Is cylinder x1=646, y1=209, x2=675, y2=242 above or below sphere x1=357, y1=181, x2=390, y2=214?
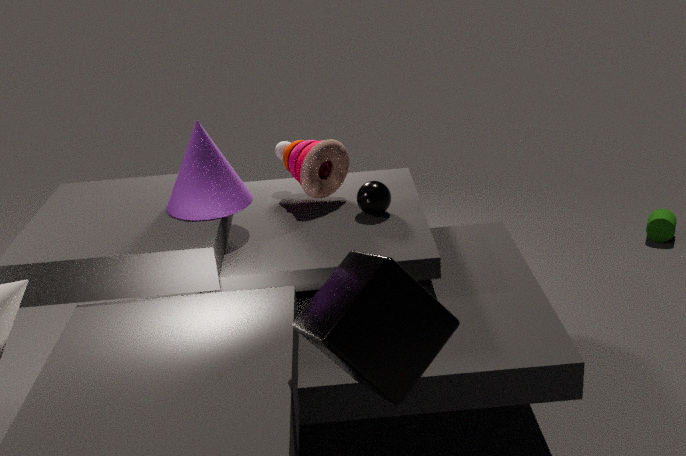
below
